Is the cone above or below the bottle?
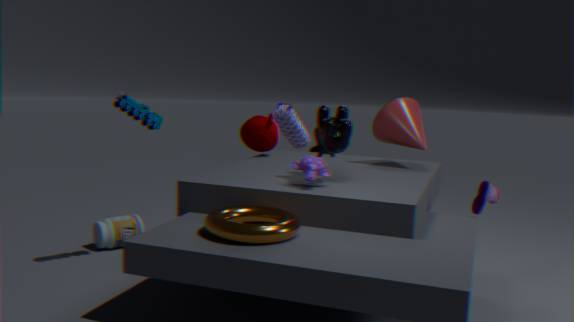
above
